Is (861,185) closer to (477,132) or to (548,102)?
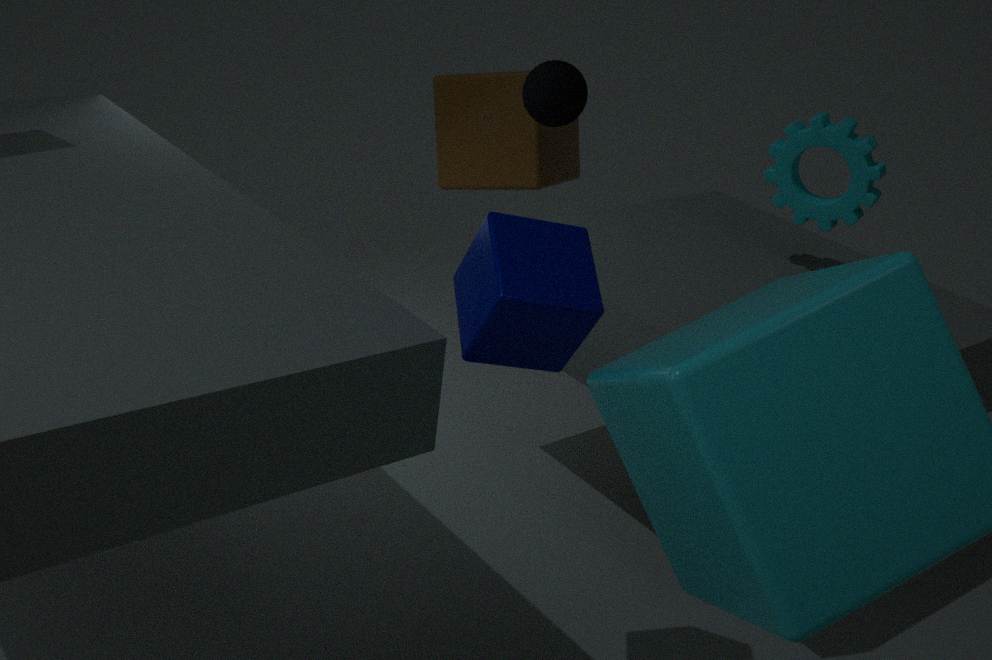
(548,102)
